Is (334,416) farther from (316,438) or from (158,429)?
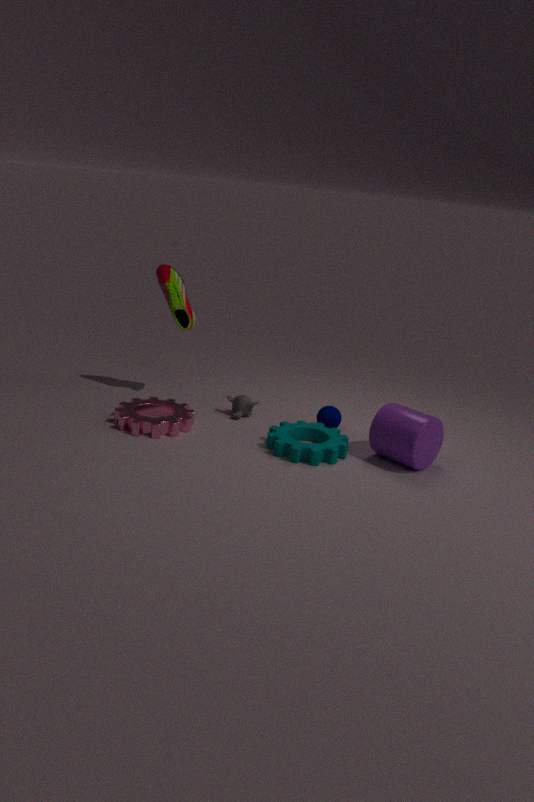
(158,429)
